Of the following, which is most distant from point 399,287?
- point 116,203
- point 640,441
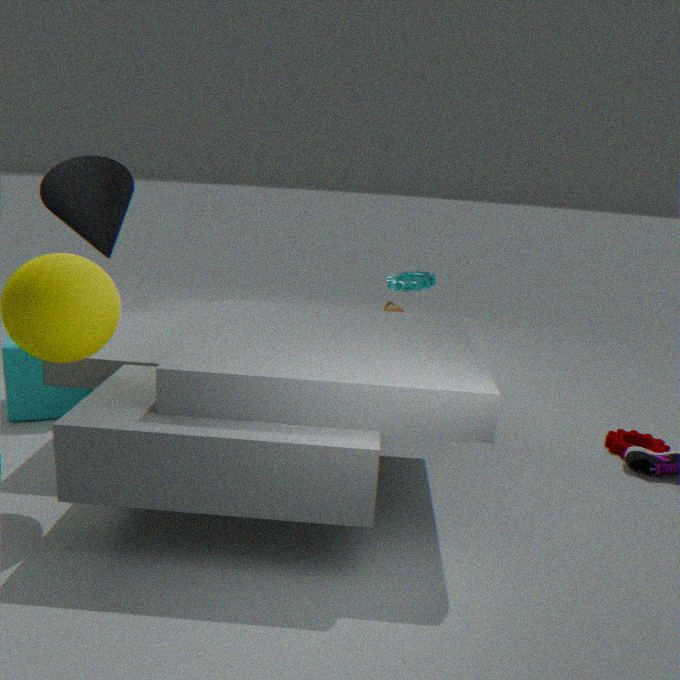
point 116,203
